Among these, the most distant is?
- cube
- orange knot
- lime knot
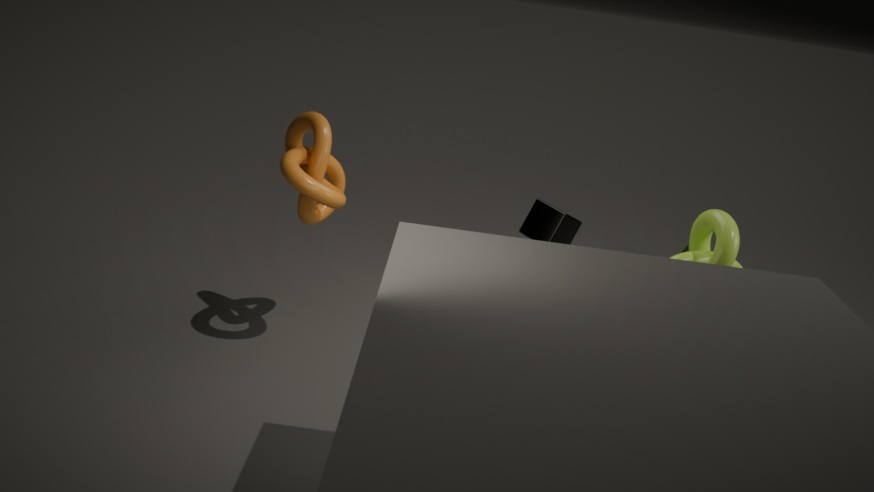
cube
